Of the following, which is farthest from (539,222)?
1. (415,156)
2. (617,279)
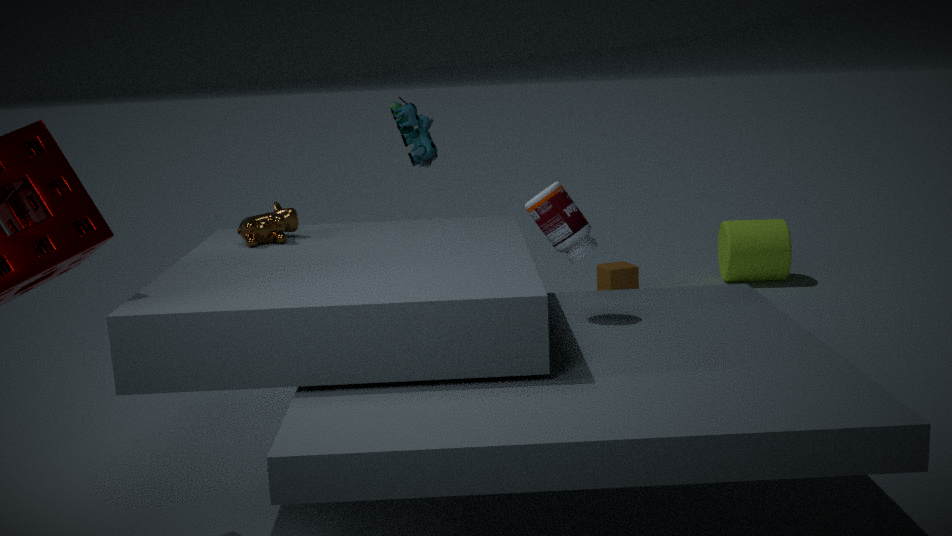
(617,279)
